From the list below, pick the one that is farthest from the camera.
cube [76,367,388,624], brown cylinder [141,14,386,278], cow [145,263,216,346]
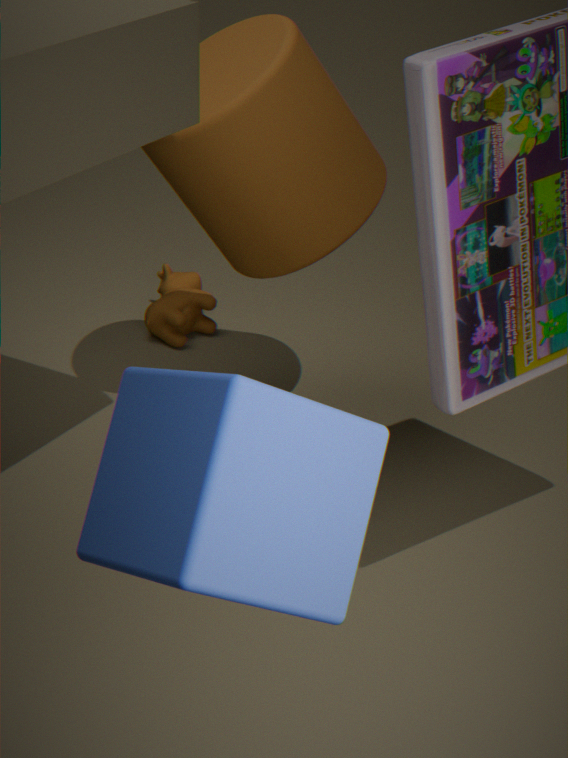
cow [145,263,216,346]
